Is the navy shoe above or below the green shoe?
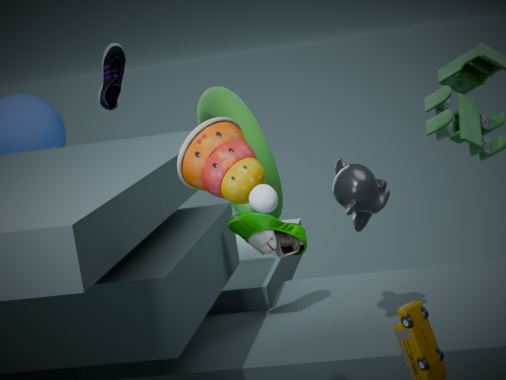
above
